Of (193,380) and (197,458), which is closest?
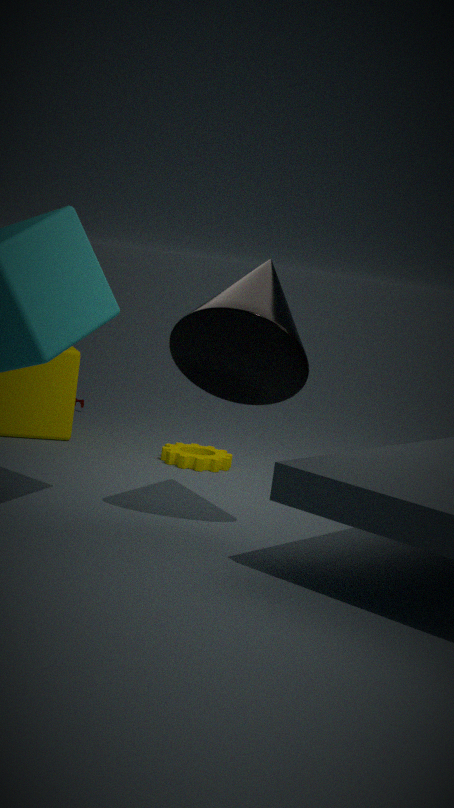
(193,380)
